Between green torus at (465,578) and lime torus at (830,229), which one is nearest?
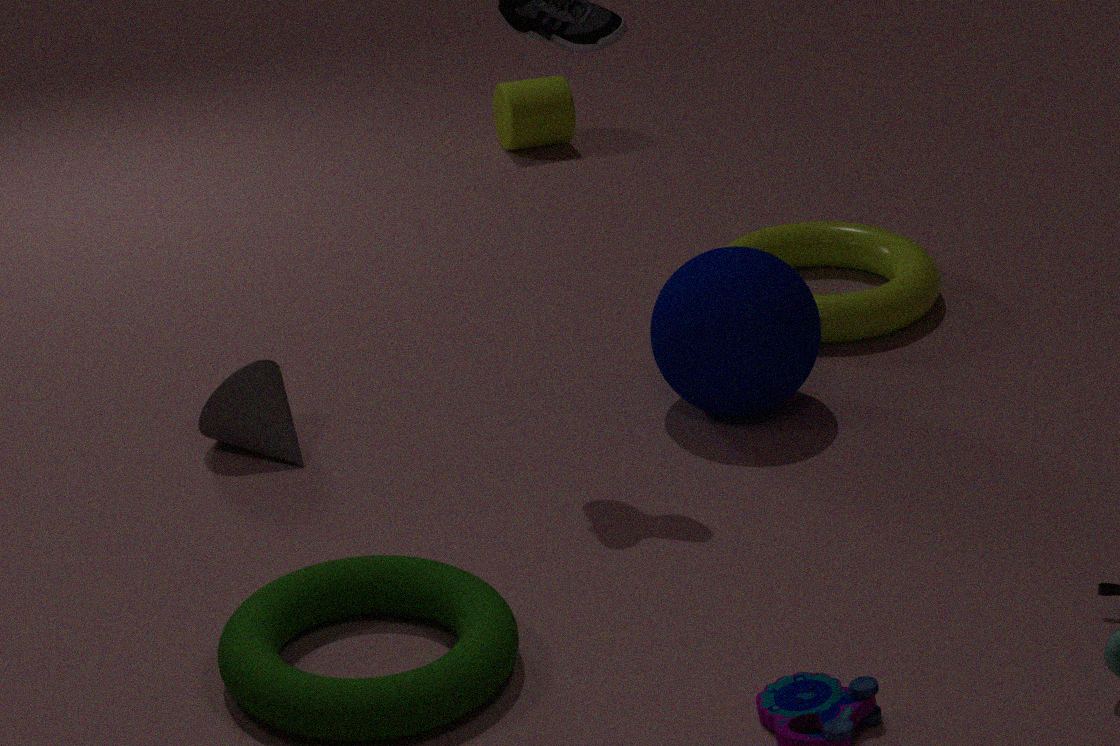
green torus at (465,578)
